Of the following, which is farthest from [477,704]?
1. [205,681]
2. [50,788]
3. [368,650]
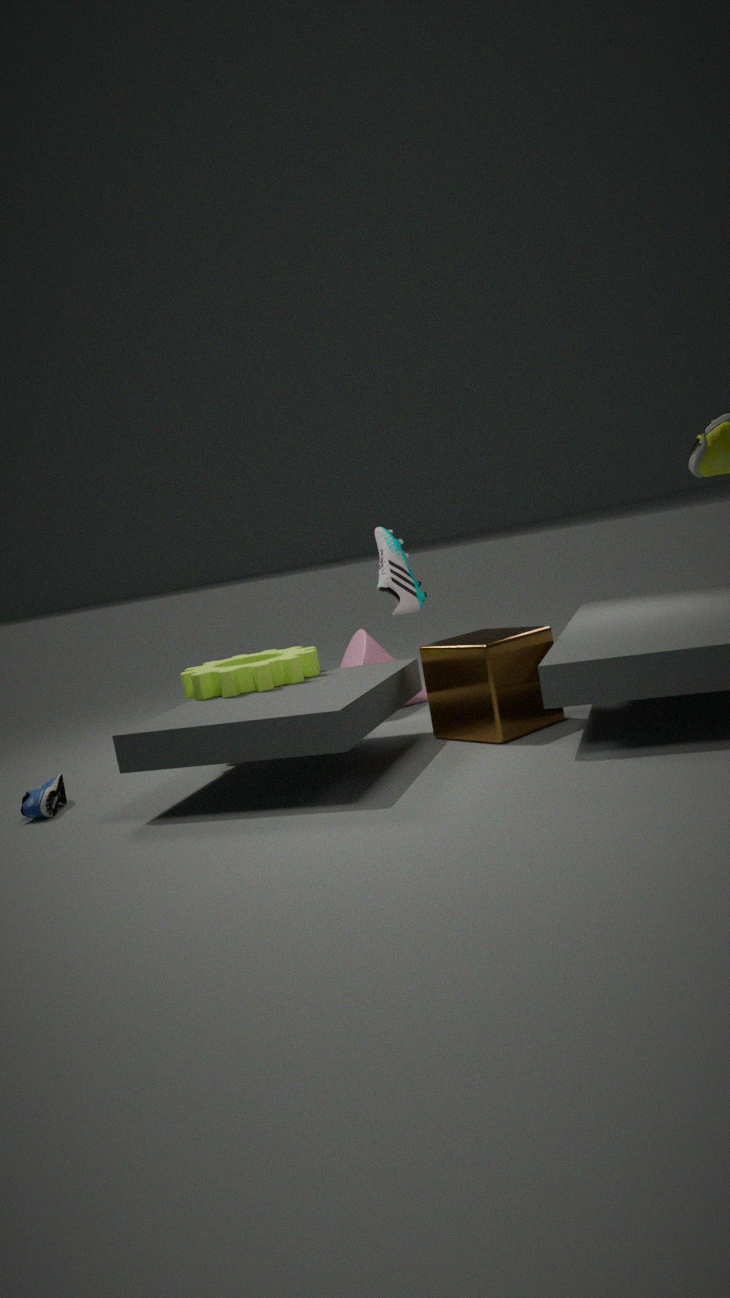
[50,788]
